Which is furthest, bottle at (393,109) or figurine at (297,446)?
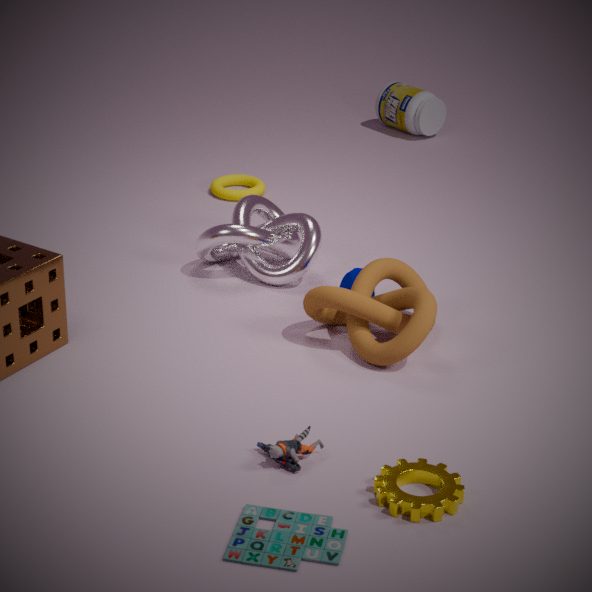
bottle at (393,109)
